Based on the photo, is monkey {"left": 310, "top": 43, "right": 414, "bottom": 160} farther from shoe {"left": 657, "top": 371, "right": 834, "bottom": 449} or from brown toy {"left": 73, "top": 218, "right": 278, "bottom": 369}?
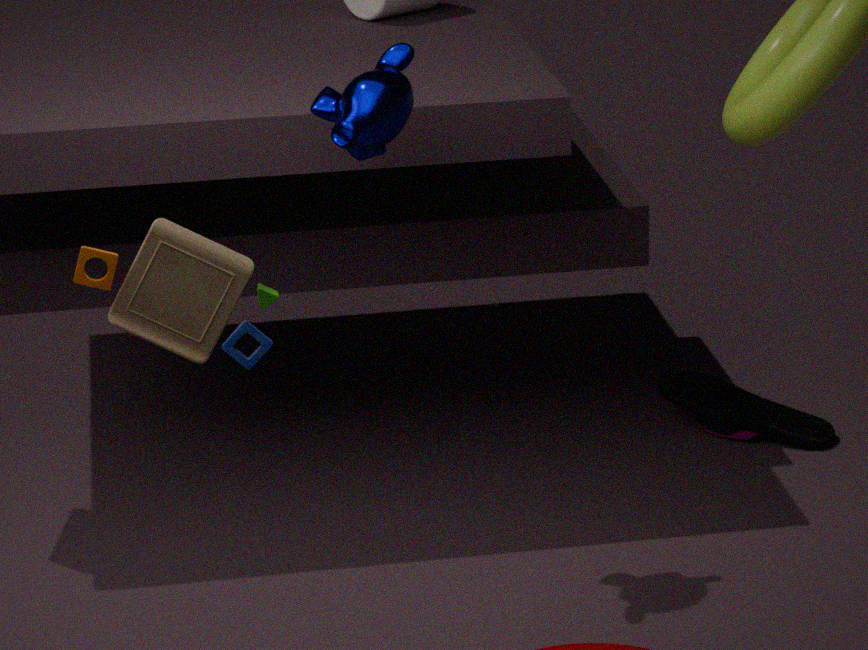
shoe {"left": 657, "top": 371, "right": 834, "bottom": 449}
